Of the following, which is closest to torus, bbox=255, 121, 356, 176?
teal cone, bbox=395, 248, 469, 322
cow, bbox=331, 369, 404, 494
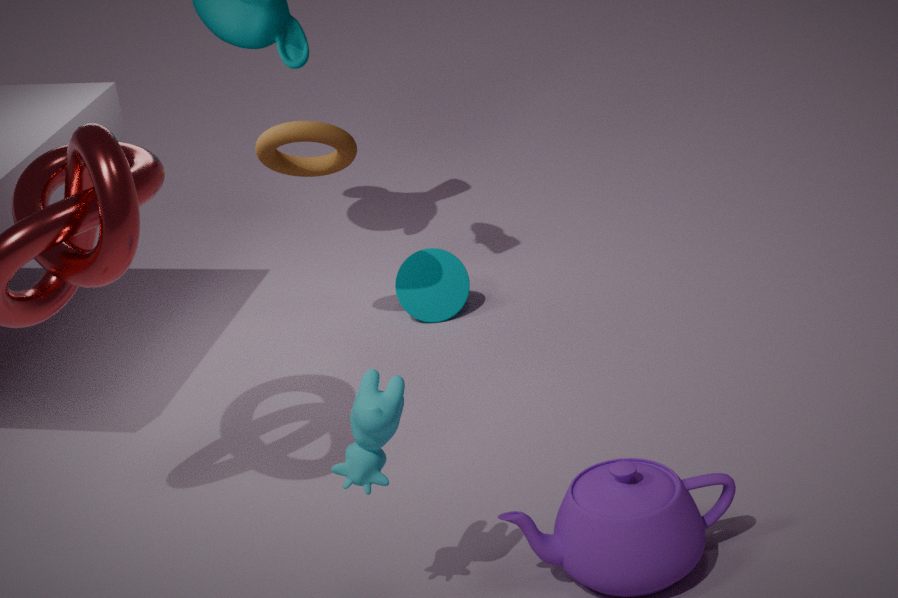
teal cone, bbox=395, 248, 469, 322
